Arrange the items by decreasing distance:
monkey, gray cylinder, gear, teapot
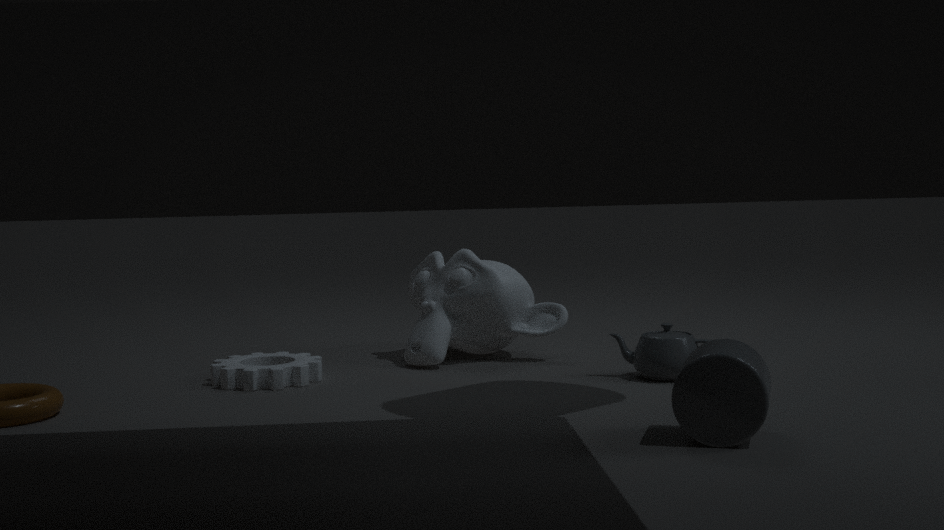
monkey → gear → teapot → gray cylinder
